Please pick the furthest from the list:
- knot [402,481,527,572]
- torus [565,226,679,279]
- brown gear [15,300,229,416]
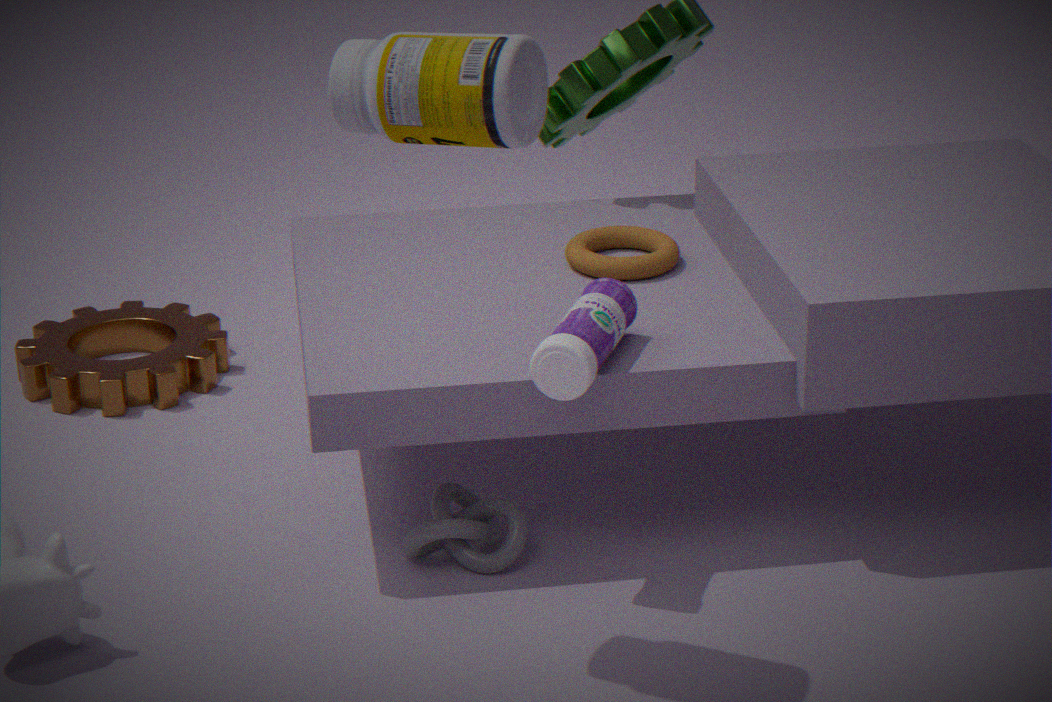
brown gear [15,300,229,416]
